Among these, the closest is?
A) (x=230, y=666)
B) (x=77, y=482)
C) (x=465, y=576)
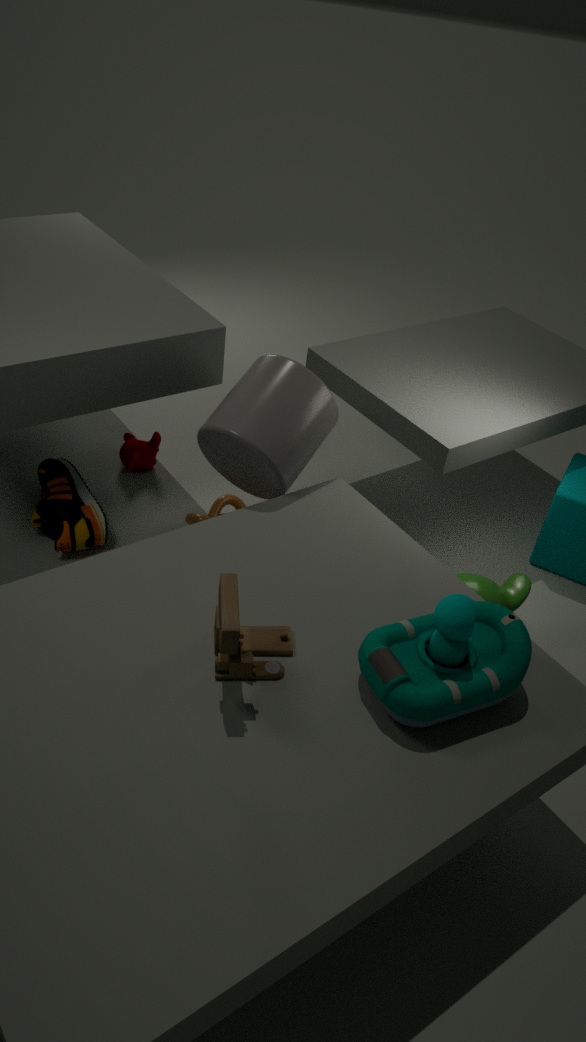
(x=230, y=666)
